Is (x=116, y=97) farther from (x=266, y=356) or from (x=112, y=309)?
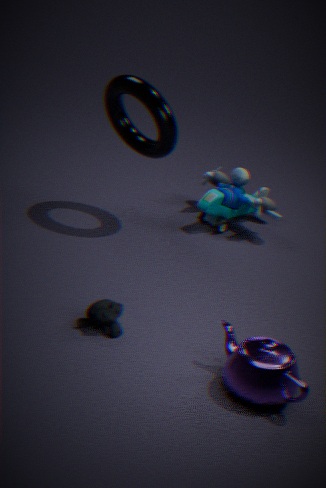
(x=266, y=356)
